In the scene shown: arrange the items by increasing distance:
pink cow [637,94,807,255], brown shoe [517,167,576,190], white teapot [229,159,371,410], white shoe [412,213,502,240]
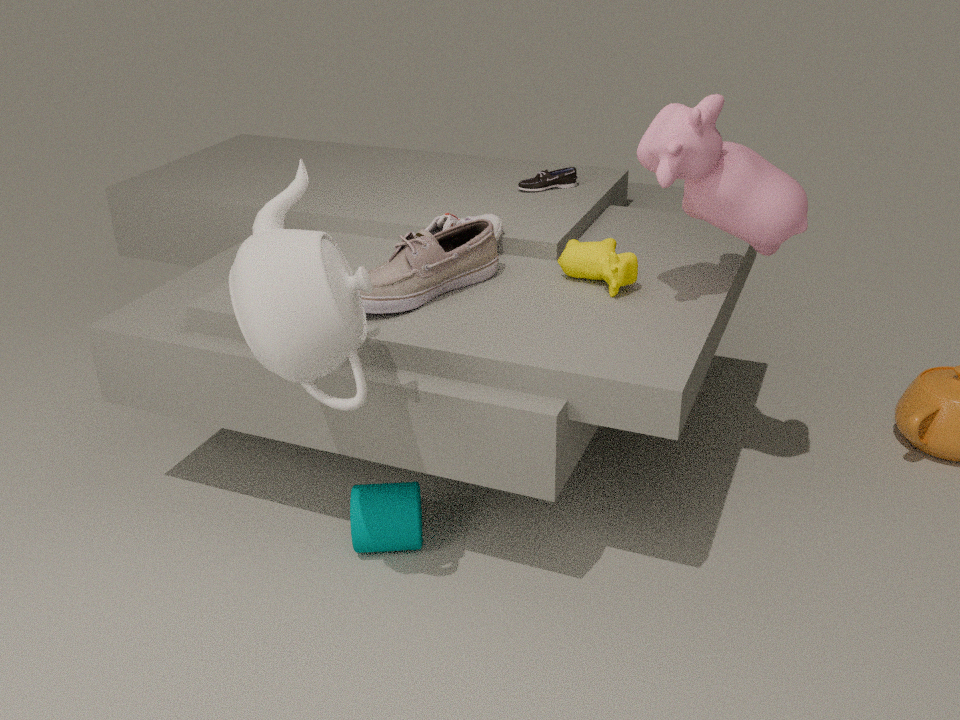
white teapot [229,159,371,410] → pink cow [637,94,807,255] → white shoe [412,213,502,240] → brown shoe [517,167,576,190]
